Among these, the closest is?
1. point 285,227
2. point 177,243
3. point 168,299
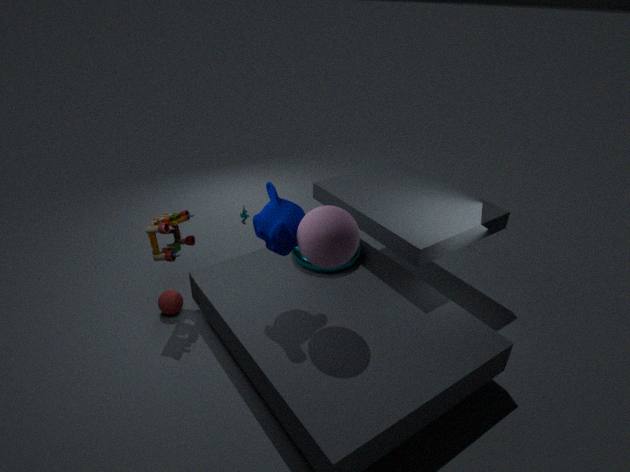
point 285,227
